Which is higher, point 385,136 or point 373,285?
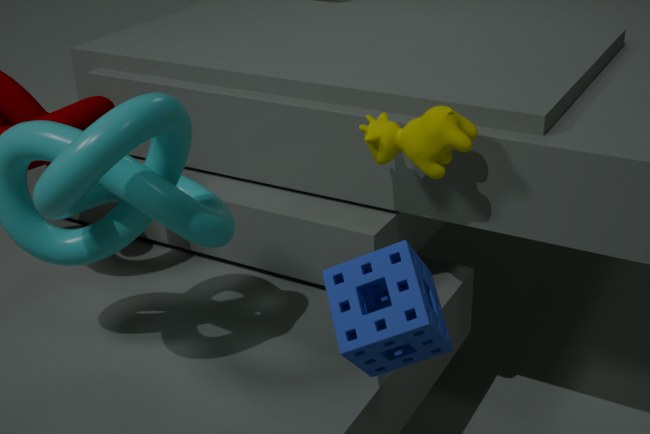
point 385,136
